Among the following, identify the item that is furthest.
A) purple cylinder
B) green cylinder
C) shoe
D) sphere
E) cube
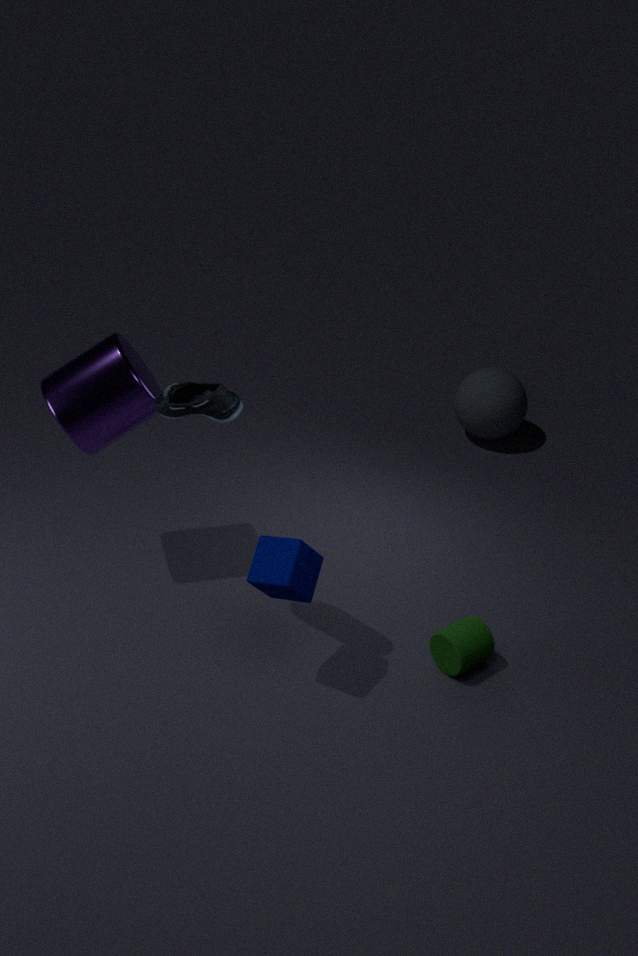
sphere
